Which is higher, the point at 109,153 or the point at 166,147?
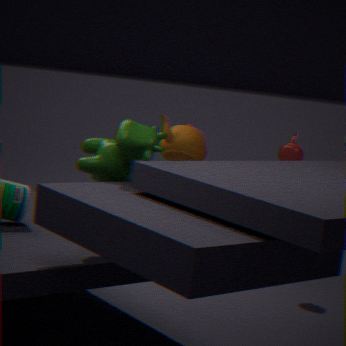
the point at 109,153
